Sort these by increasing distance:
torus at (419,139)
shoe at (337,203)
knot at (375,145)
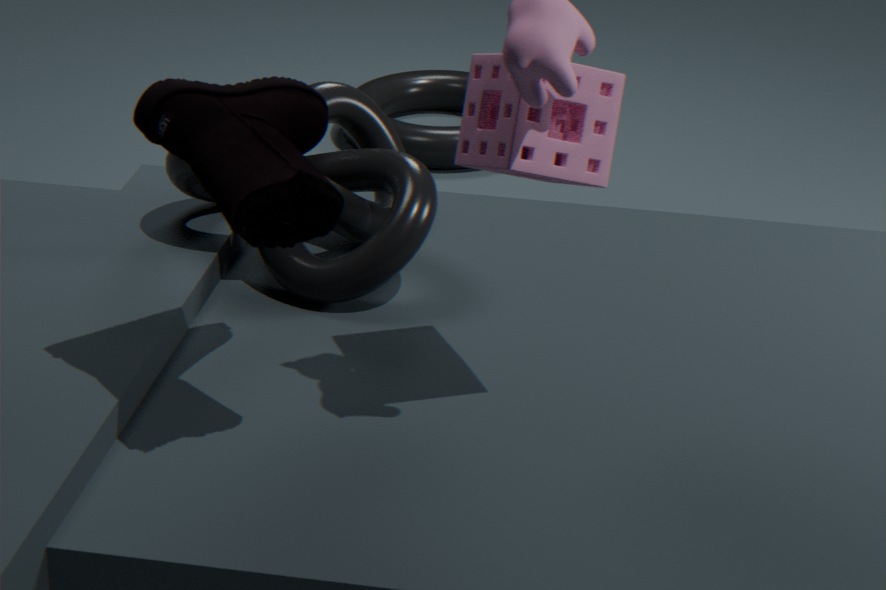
shoe at (337,203), knot at (375,145), torus at (419,139)
